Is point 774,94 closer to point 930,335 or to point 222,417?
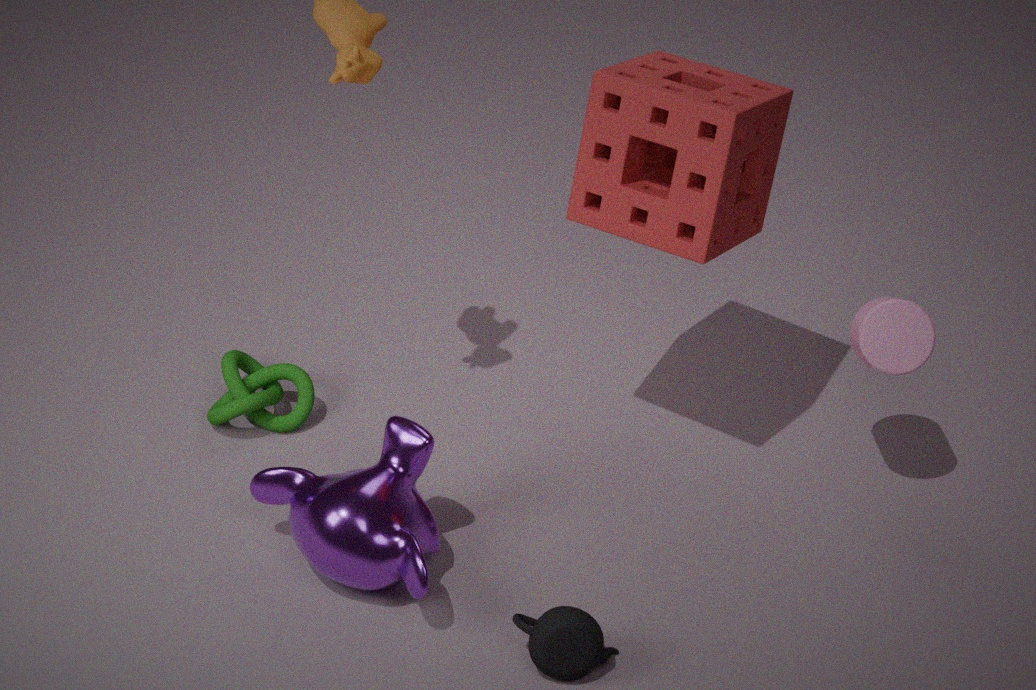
point 930,335
